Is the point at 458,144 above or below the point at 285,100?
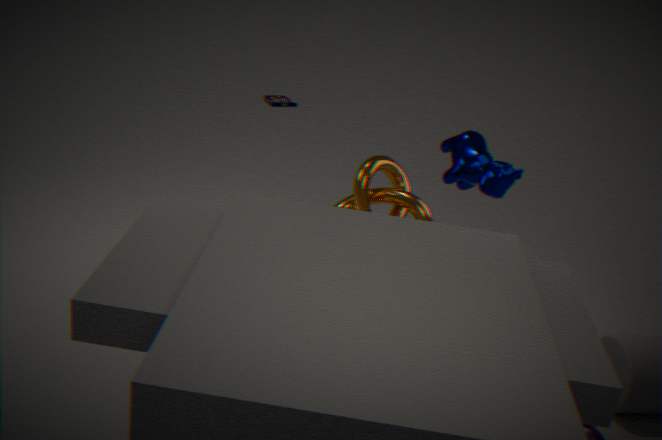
above
